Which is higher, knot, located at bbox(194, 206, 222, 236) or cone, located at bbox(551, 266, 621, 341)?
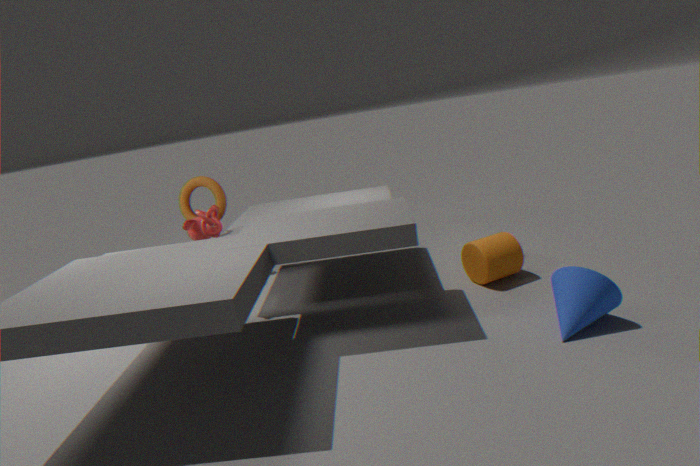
knot, located at bbox(194, 206, 222, 236)
